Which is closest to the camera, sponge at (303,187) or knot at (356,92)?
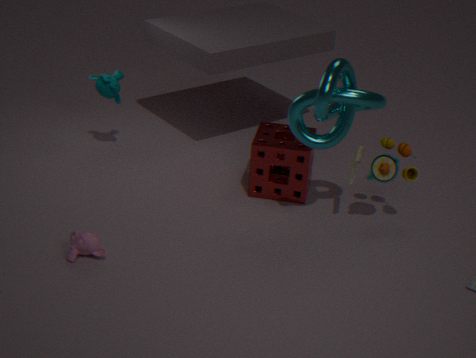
knot at (356,92)
